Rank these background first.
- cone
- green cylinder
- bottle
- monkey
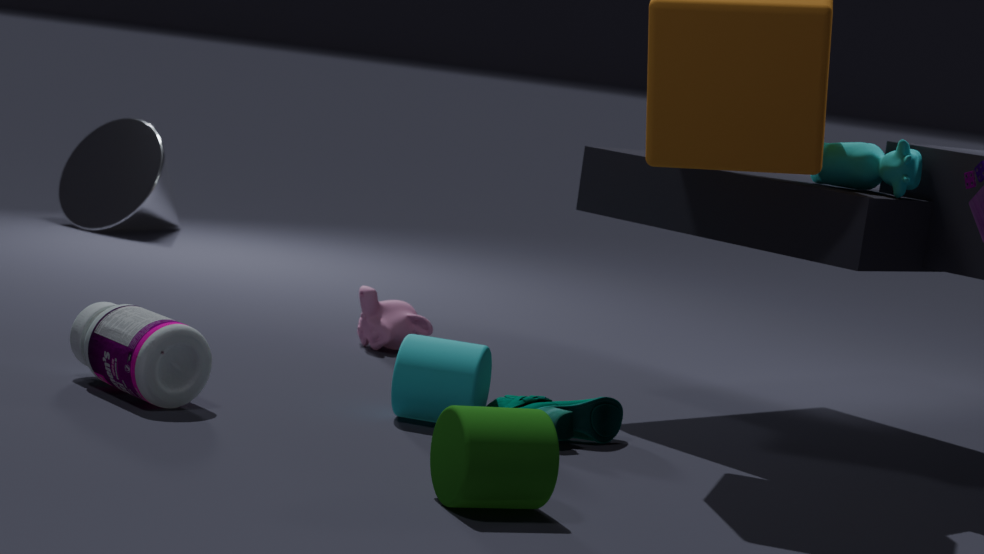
cone, monkey, bottle, green cylinder
